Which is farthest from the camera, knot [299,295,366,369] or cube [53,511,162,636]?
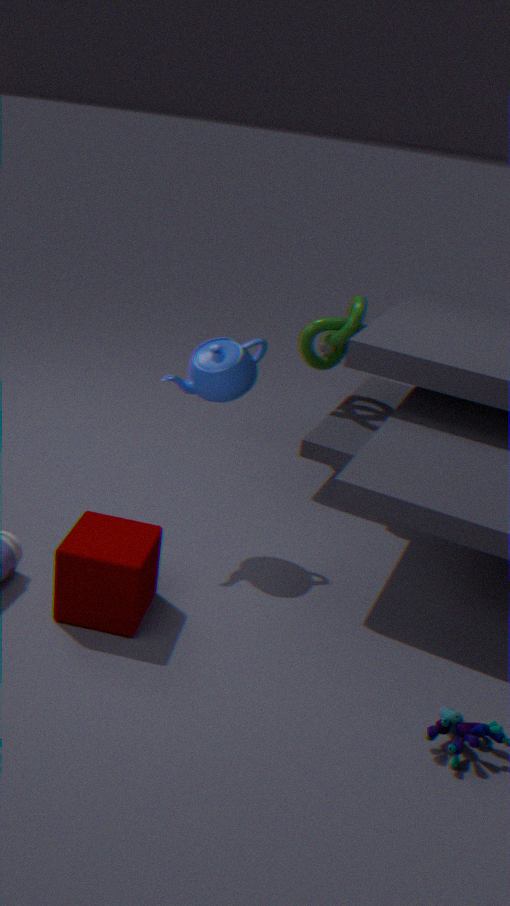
knot [299,295,366,369]
